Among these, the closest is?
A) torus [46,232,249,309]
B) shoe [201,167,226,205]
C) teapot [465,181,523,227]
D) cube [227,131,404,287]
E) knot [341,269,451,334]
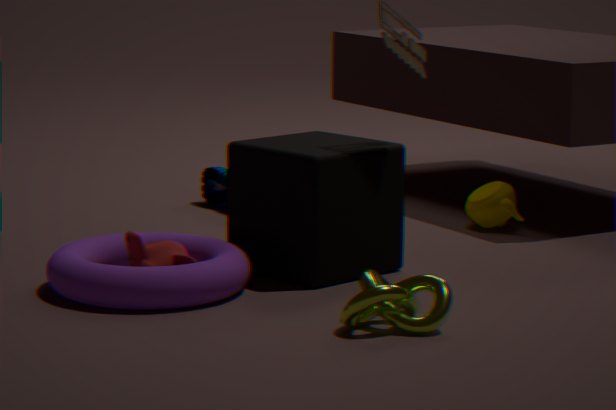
knot [341,269,451,334]
